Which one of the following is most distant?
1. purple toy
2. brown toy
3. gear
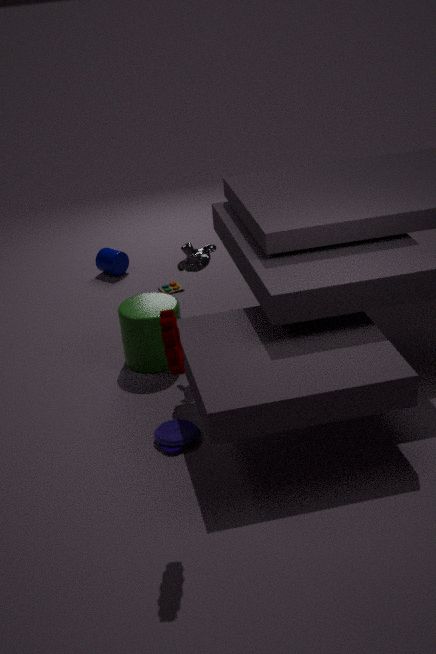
brown toy
